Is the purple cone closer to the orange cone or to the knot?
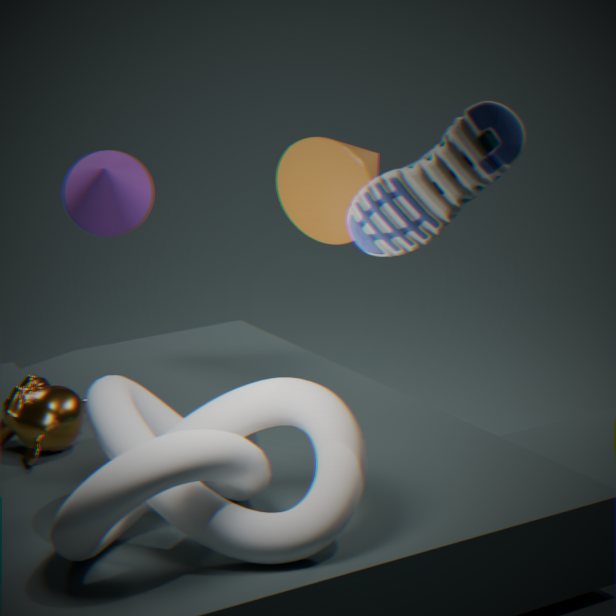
the orange cone
